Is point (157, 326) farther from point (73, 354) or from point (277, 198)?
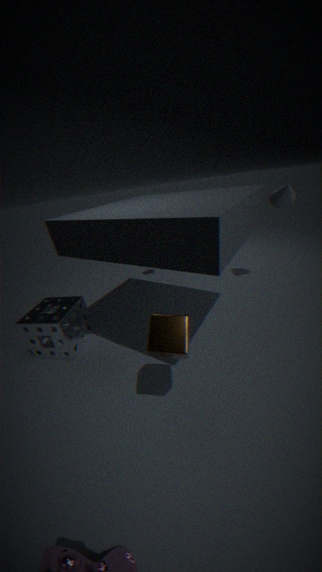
point (277, 198)
